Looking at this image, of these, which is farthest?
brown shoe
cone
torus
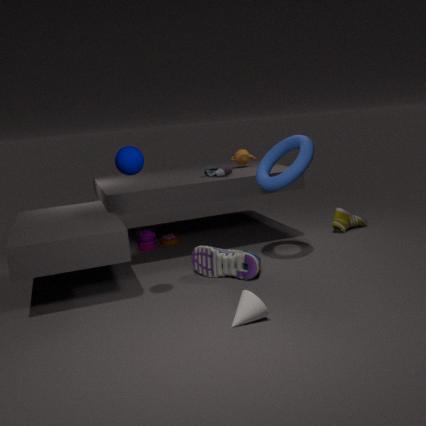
brown shoe
